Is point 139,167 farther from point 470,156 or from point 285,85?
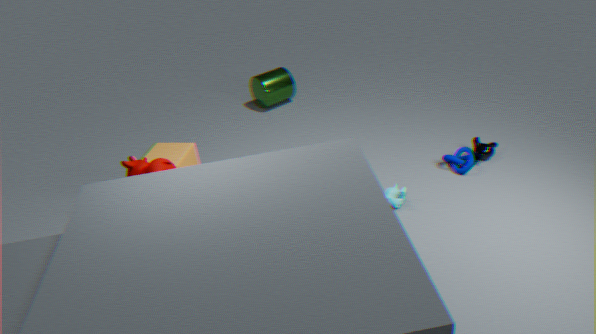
point 285,85
